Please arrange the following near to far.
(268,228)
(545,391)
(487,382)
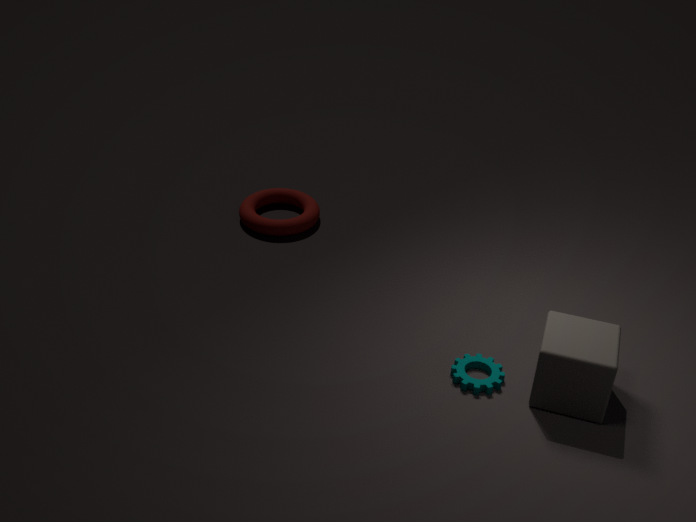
1. (545,391)
2. (487,382)
3. (268,228)
